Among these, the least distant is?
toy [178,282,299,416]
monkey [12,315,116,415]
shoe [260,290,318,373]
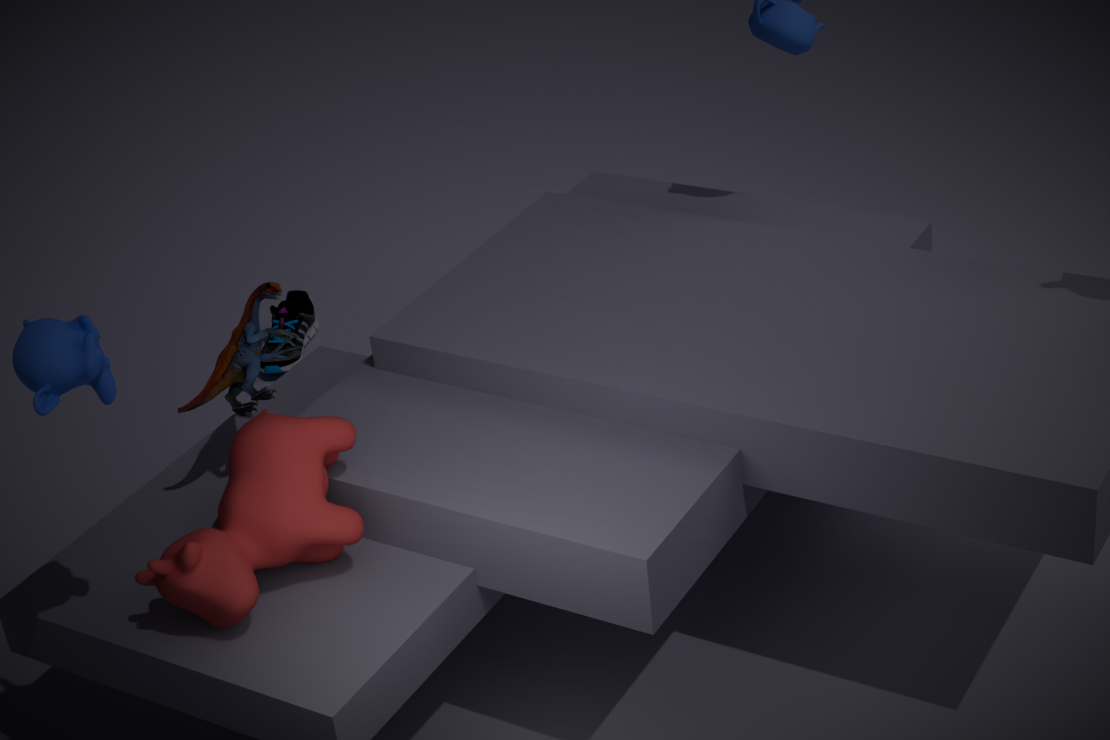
monkey [12,315,116,415]
